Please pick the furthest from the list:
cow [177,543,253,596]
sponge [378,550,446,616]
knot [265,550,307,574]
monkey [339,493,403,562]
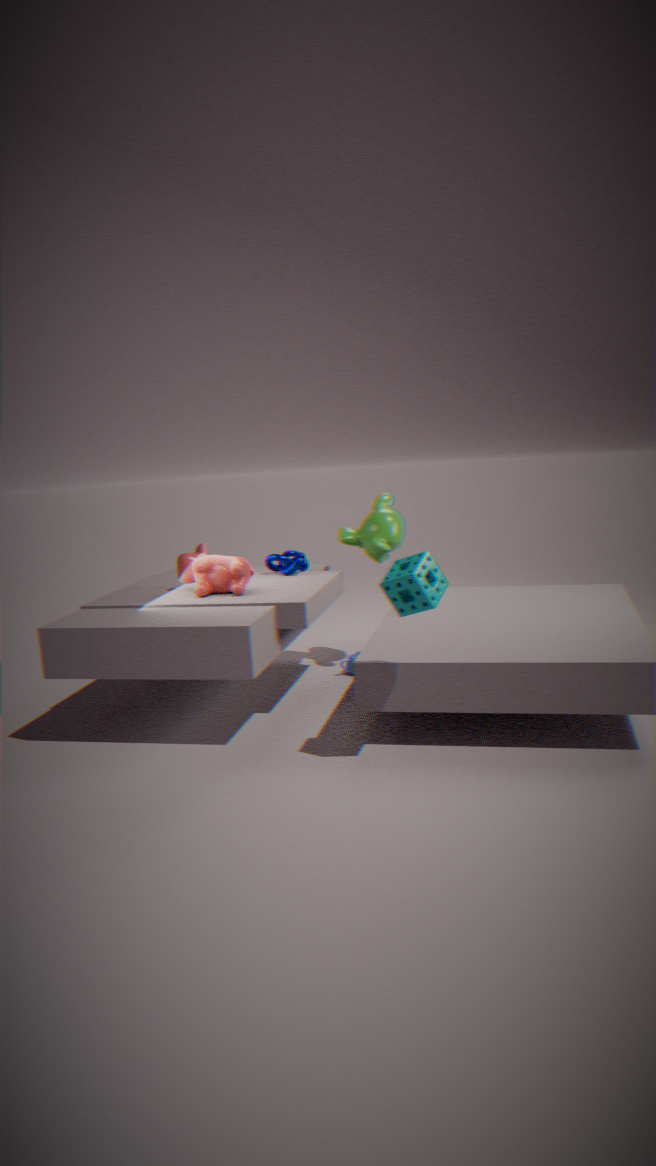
monkey [339,493,403,562]
